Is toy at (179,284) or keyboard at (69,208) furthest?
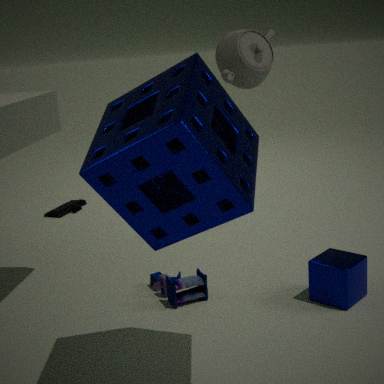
keyboard at (69,208)
